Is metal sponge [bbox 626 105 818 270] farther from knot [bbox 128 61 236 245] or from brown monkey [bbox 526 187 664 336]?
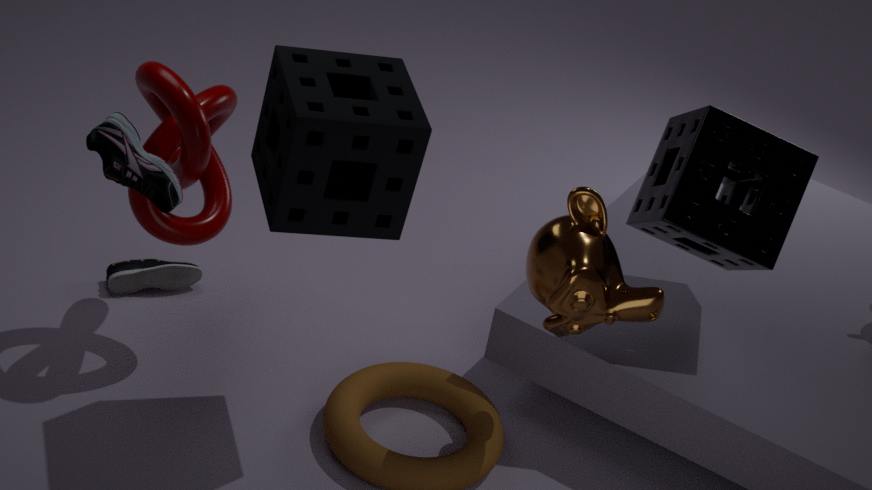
knot [bbox 128 61 236 245]
